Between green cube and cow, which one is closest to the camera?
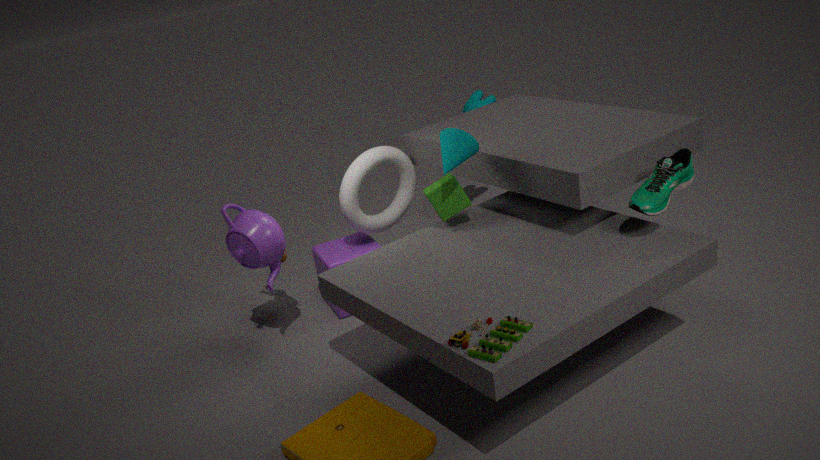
green cube
